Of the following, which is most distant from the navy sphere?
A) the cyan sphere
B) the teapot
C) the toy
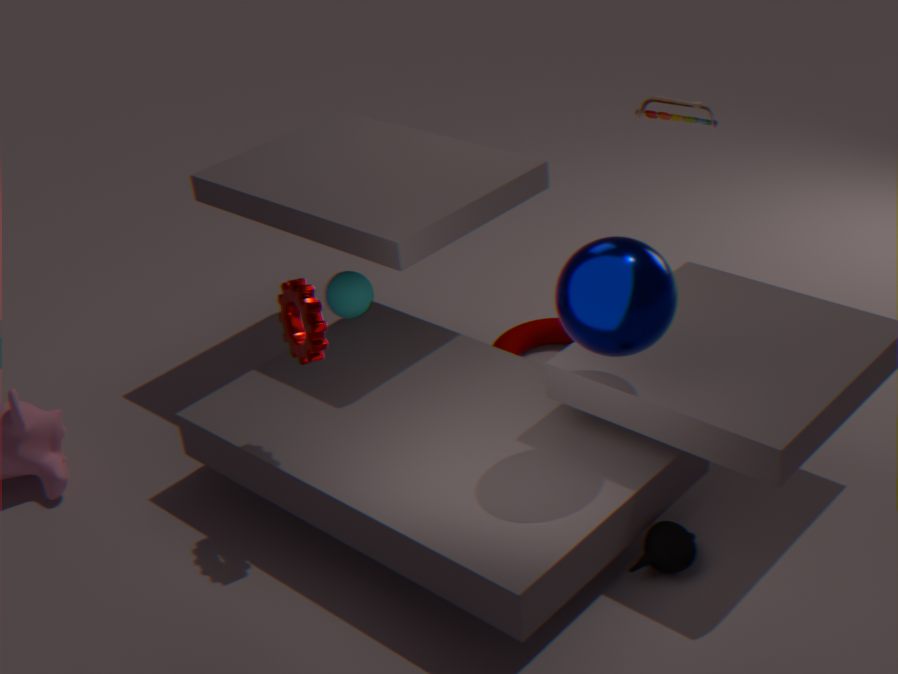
the cyan sphere
